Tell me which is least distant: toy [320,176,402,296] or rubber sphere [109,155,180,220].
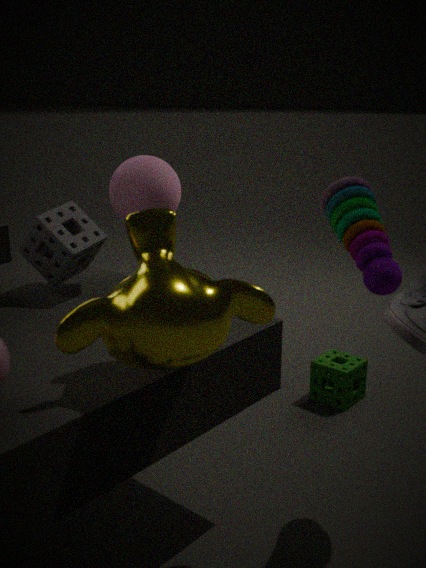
toy [320,176,402,296]
